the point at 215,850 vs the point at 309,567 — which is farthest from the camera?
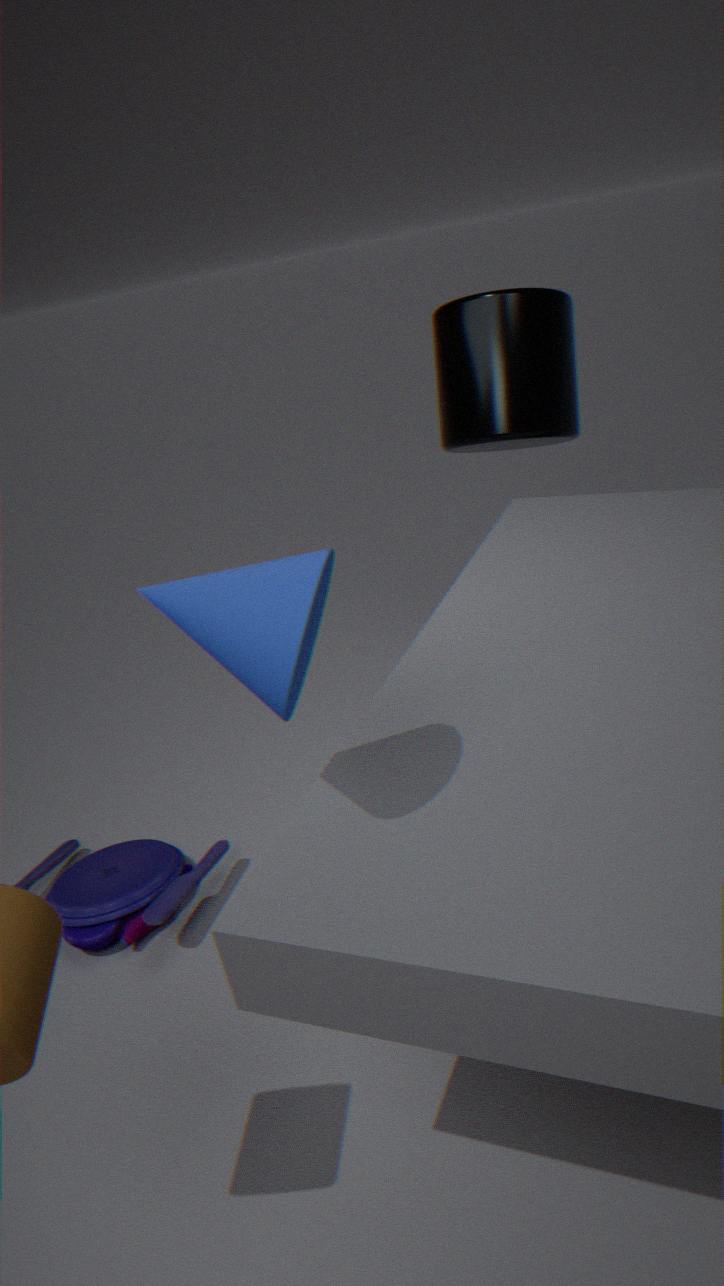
the point at 215,850
